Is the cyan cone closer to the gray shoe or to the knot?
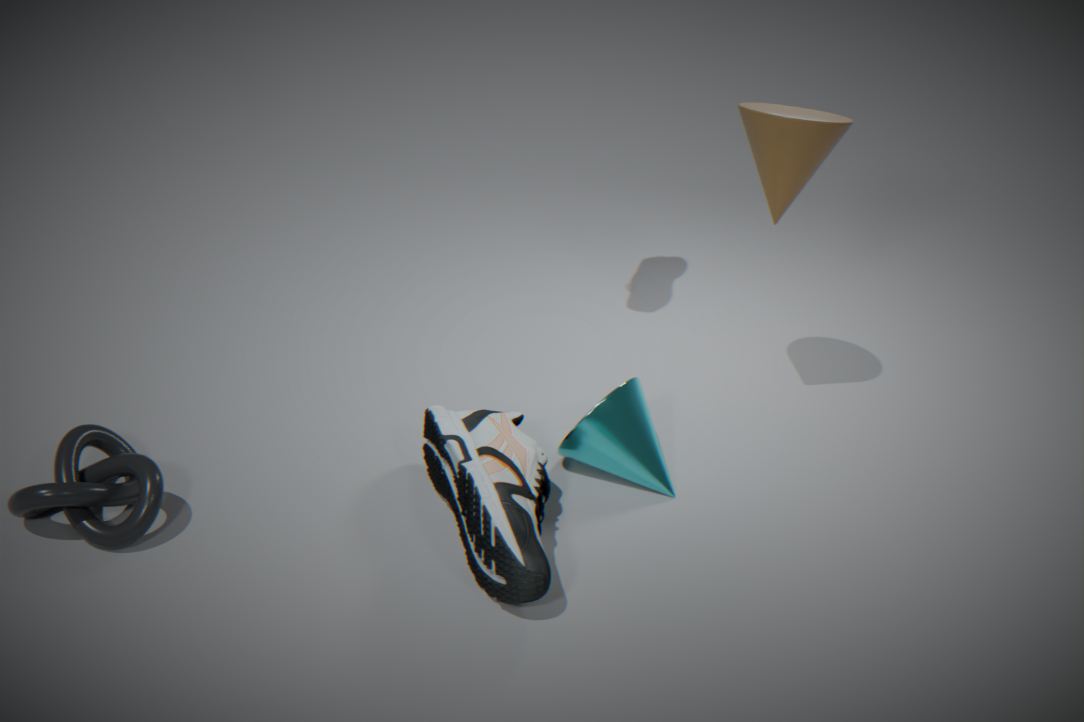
the gray shoe
